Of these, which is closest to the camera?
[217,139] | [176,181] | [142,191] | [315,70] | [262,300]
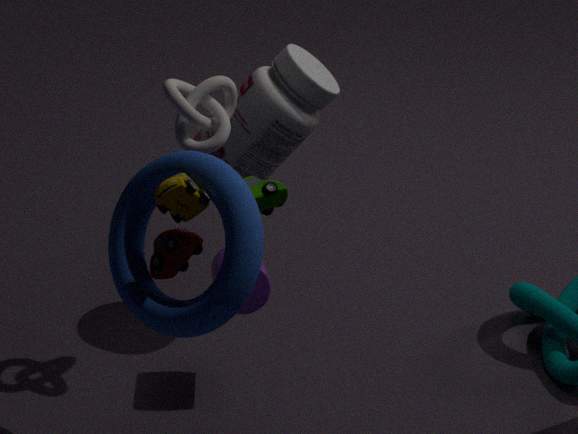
[176,181]
